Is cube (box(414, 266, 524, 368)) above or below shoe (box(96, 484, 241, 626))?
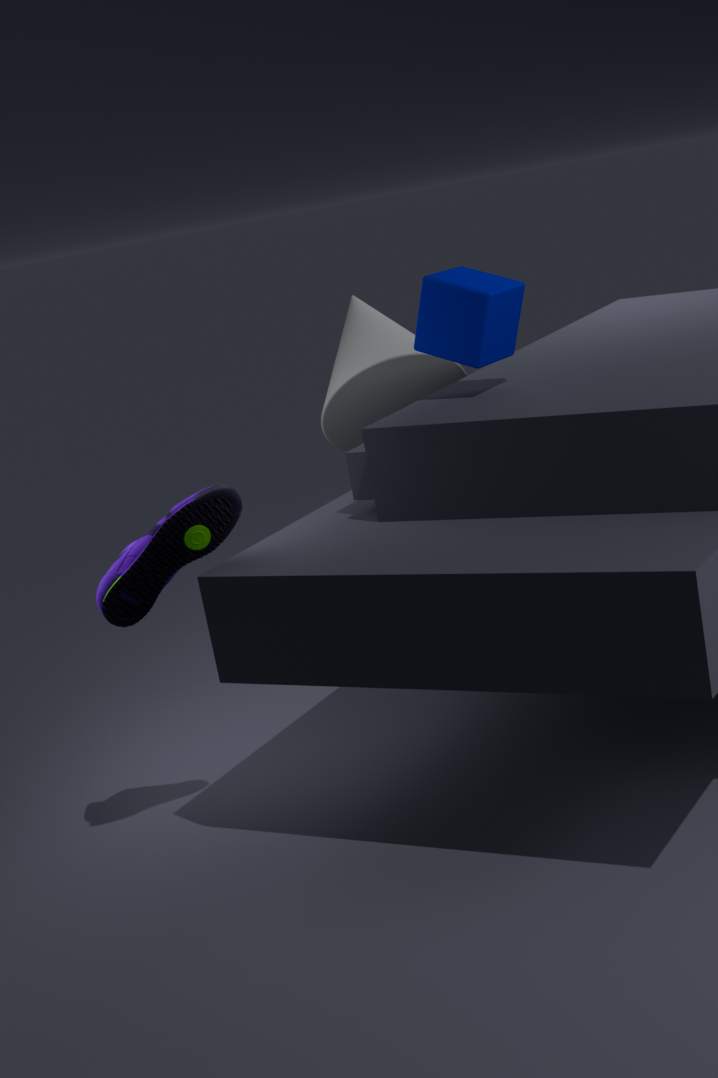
above
